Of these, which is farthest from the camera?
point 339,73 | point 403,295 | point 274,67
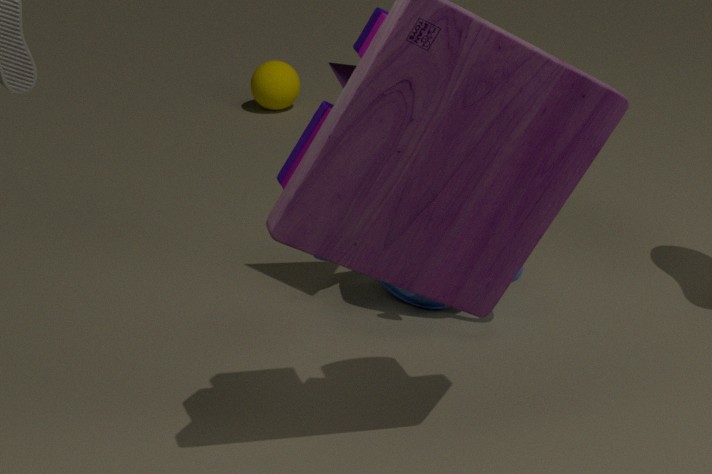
point 274,67
